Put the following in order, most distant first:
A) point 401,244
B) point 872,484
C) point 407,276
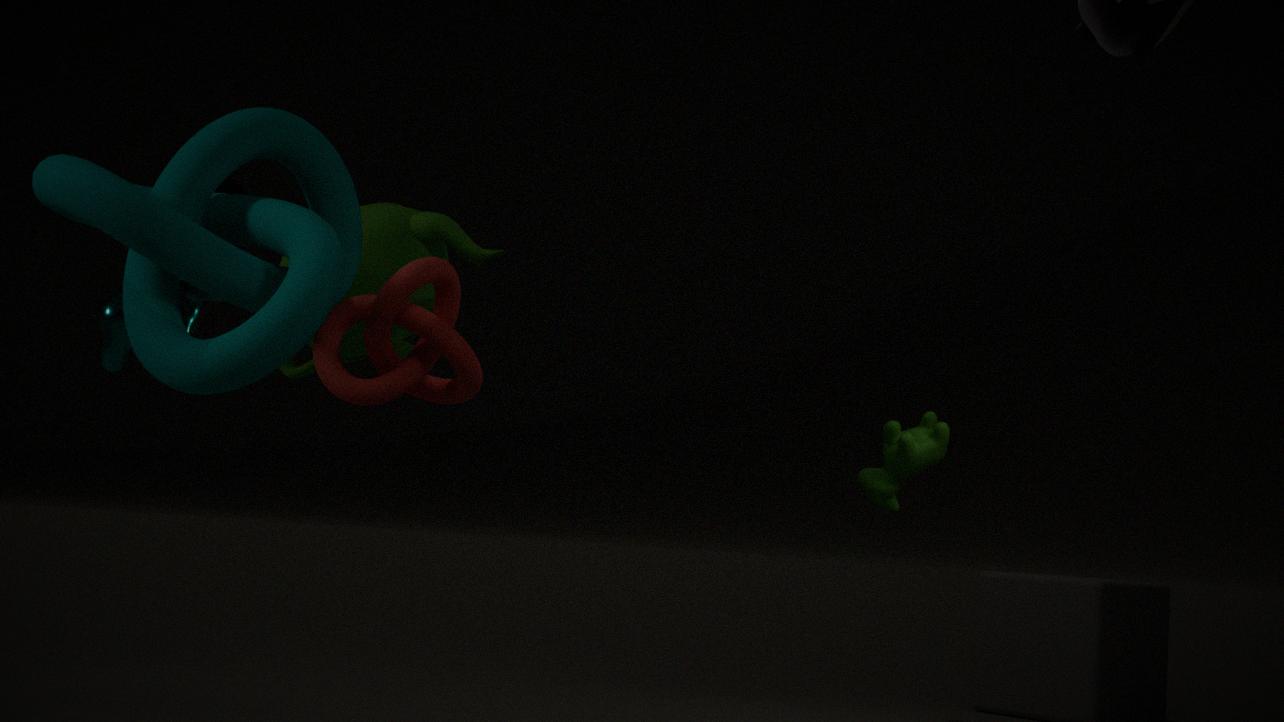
point 872,484, point 401,244, point 407,276
